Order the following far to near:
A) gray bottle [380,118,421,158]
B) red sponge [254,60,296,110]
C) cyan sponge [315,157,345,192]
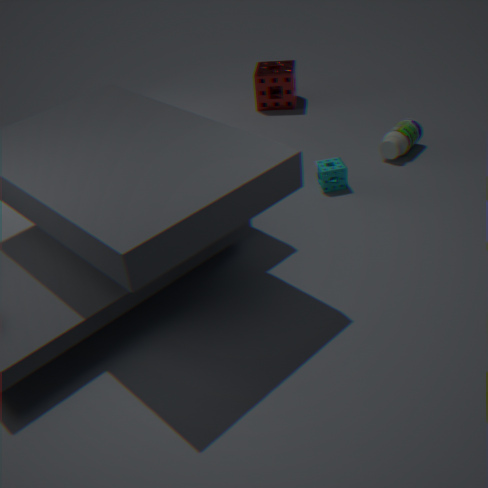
red sponge [254,60,296,110], gray bottle [380,118,421,158], cyan sponge [315,157,345,192]
